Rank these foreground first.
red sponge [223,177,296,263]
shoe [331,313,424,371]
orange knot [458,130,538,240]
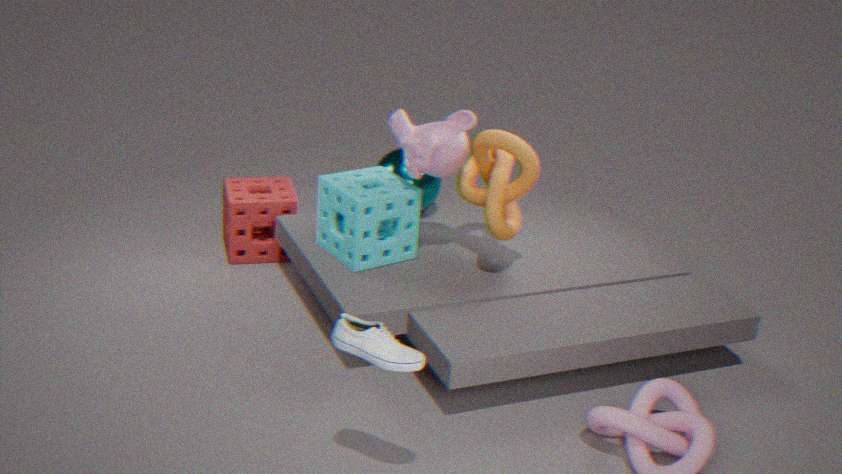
shoe [331,313,424,371] → orange knot [458,130,538,240] → red sponge [223,177,296,263]
